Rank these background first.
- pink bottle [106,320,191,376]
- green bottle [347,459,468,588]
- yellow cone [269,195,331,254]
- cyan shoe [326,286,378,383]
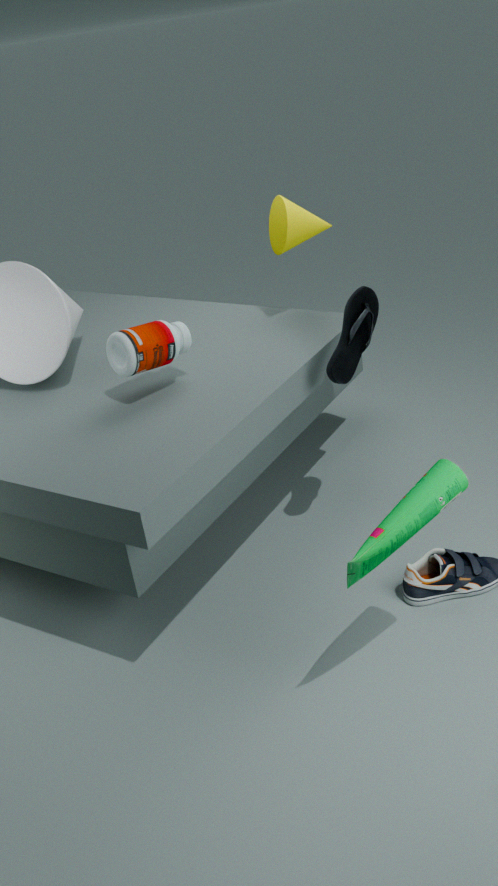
1. yellow cone [269,195,331,254]
2. cyan shoe [326,286,378,383]
3. pink bottle [106,320,191,376]
4. green bottle [347,459,468,588]
